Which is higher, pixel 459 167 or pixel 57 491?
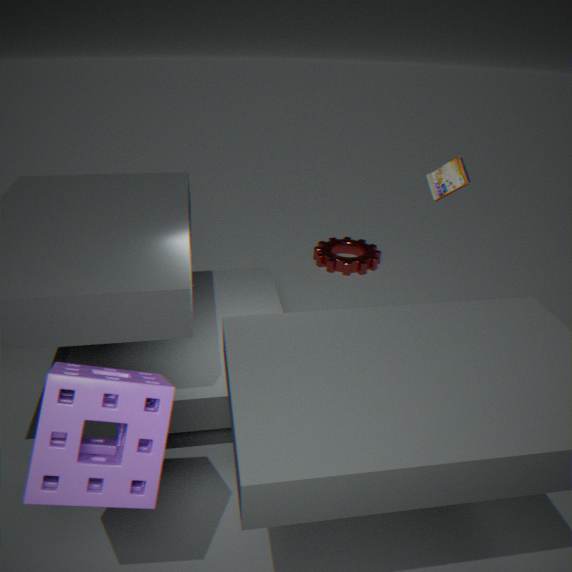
pixel 459 167
